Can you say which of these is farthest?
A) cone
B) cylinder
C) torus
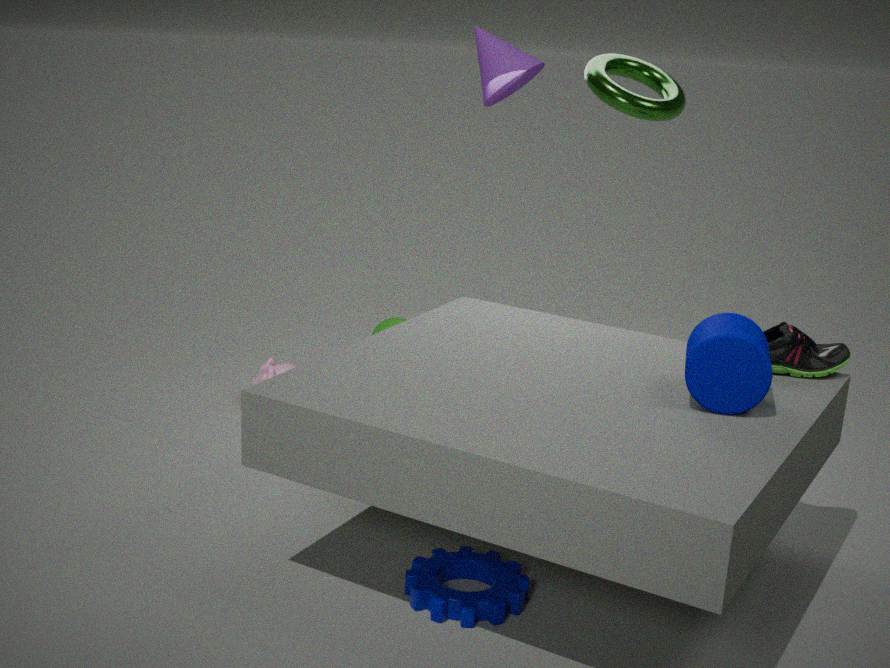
A. cone
